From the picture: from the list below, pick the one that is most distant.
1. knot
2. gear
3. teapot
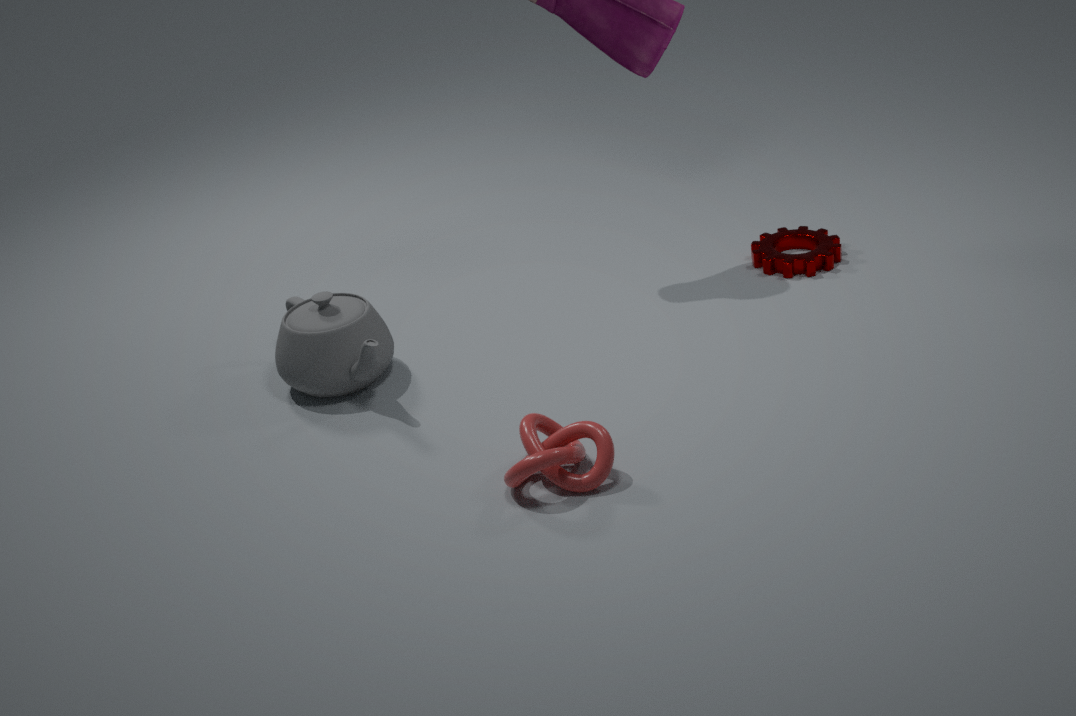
gear
